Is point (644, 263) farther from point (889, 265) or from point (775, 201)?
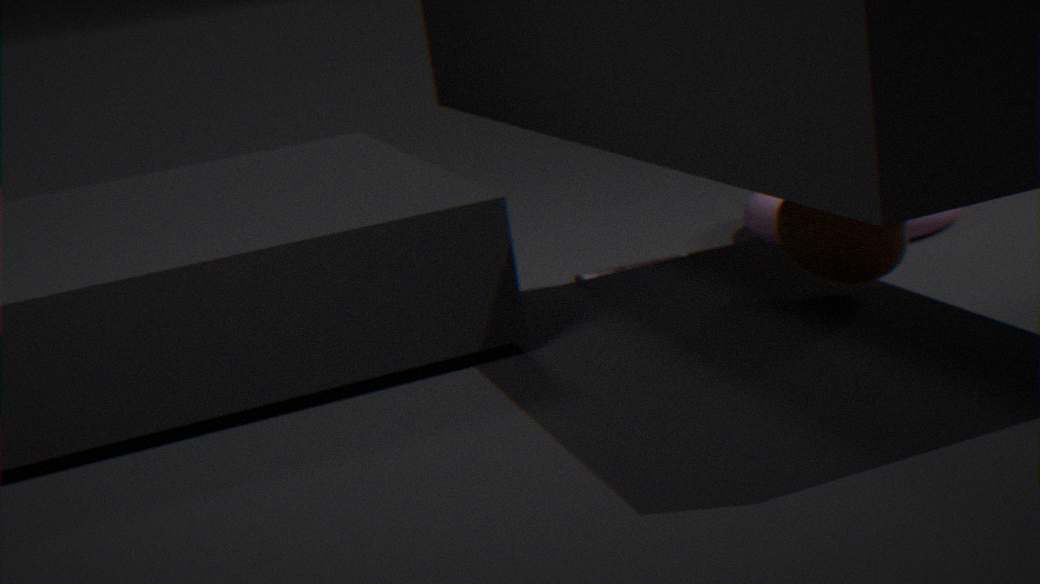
point (889, 265)
